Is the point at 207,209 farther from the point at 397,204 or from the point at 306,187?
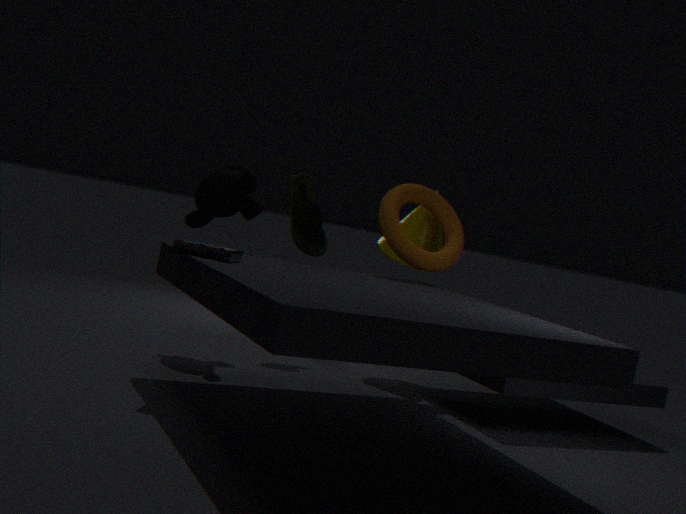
the point at 397,204
